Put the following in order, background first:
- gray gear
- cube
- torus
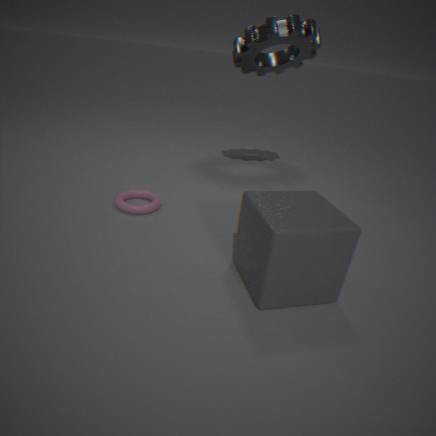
gray gear < torus < cube
